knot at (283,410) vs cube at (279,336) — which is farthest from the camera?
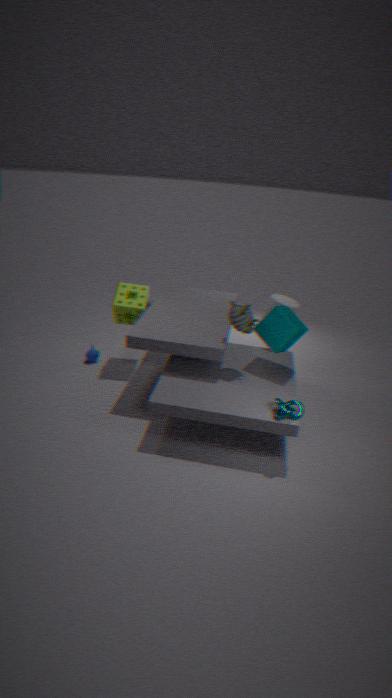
cube at (279,336)
